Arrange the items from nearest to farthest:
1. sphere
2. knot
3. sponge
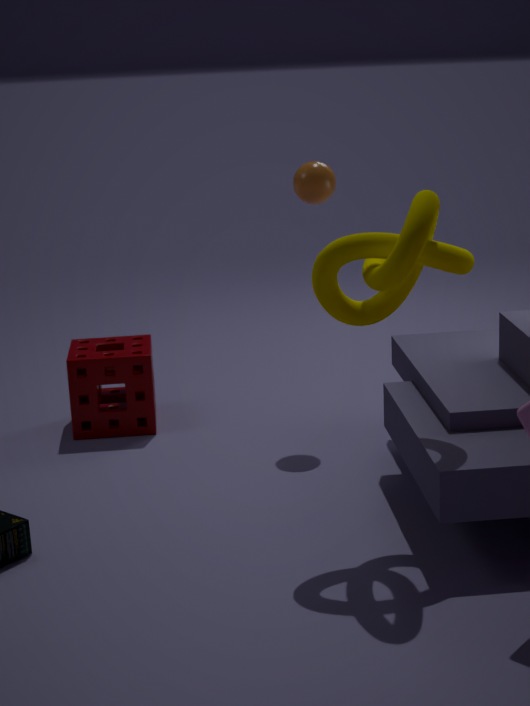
knot → sphere → sponge
